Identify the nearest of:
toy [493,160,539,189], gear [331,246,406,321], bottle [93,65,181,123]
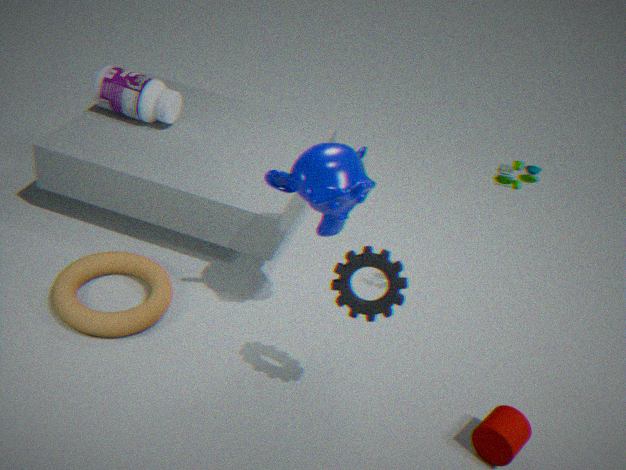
gear [331,246,406,321]
